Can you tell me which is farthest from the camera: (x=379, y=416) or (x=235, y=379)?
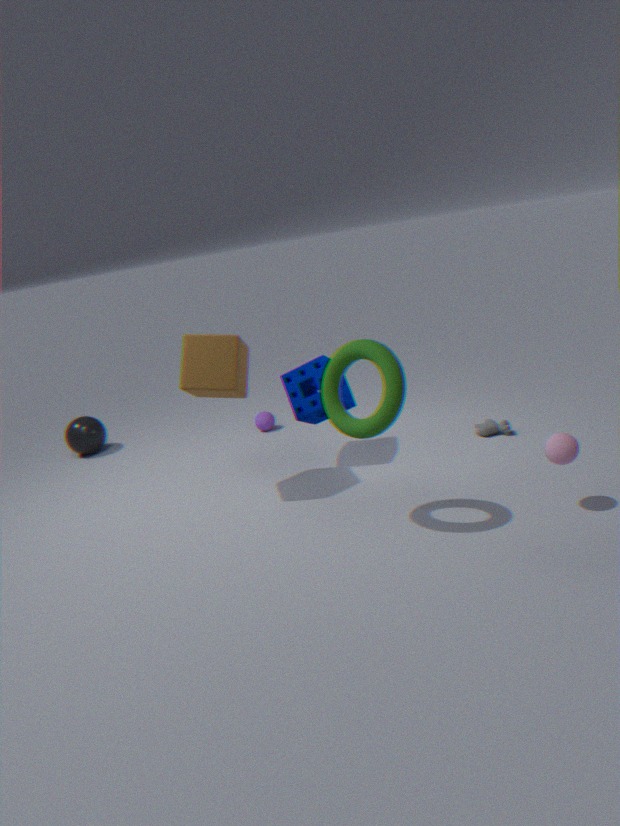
(x=235, y=379)
